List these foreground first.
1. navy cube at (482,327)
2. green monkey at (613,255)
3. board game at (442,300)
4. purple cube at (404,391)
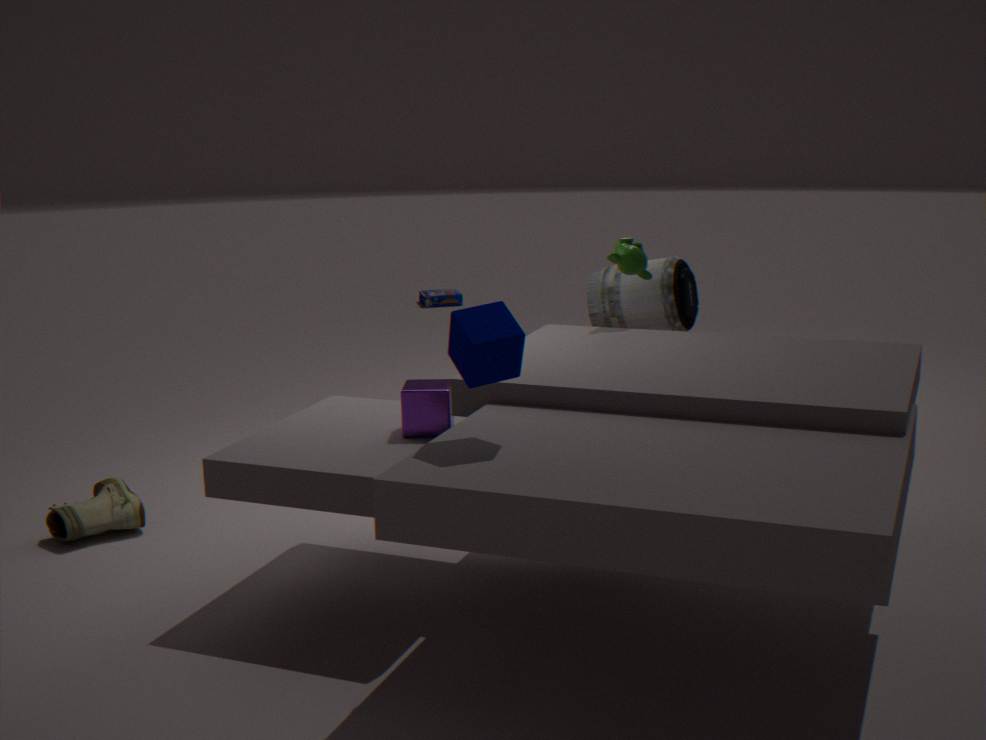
navy cube at (482,327) < purple cube at (404,391) < green monkey at (613,255) < board game at (442,300)
